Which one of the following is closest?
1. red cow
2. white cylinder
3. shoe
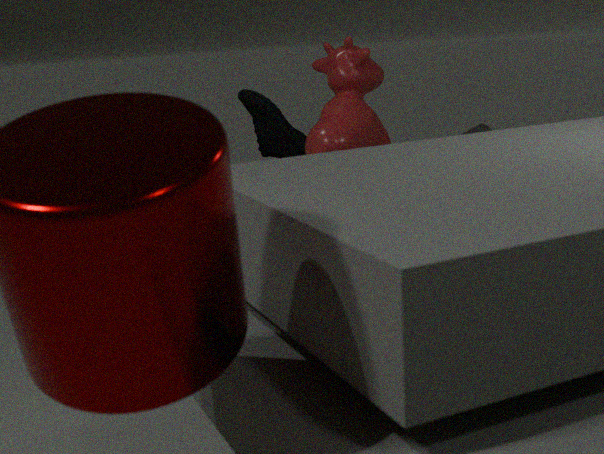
red cow
